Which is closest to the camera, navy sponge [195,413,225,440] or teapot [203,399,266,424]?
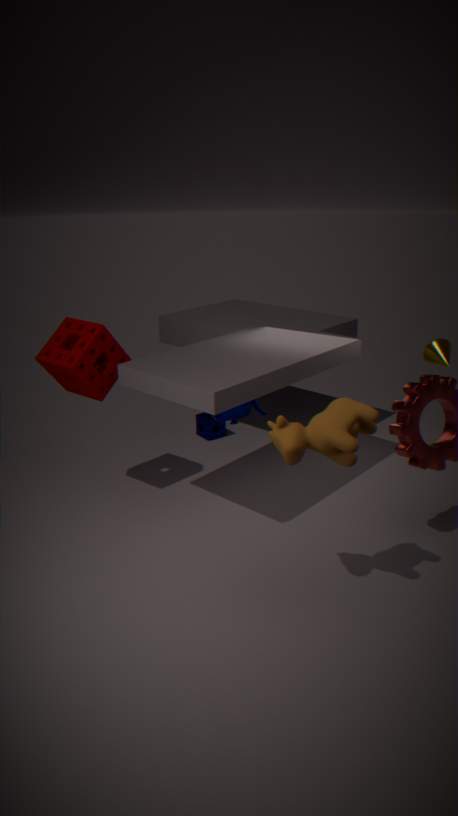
teapot [203,399,266,424]
